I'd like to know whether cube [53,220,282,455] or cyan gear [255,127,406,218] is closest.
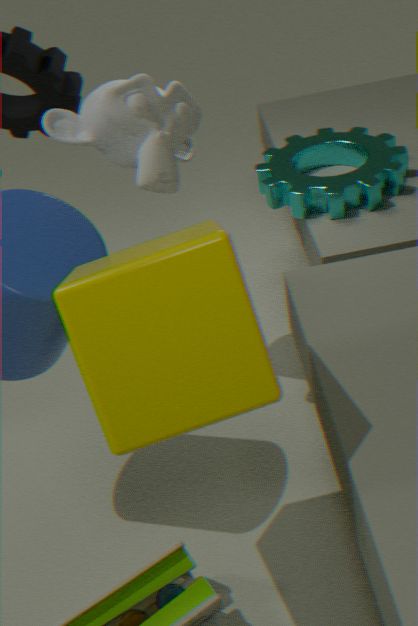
cube [53,220,282,455]
